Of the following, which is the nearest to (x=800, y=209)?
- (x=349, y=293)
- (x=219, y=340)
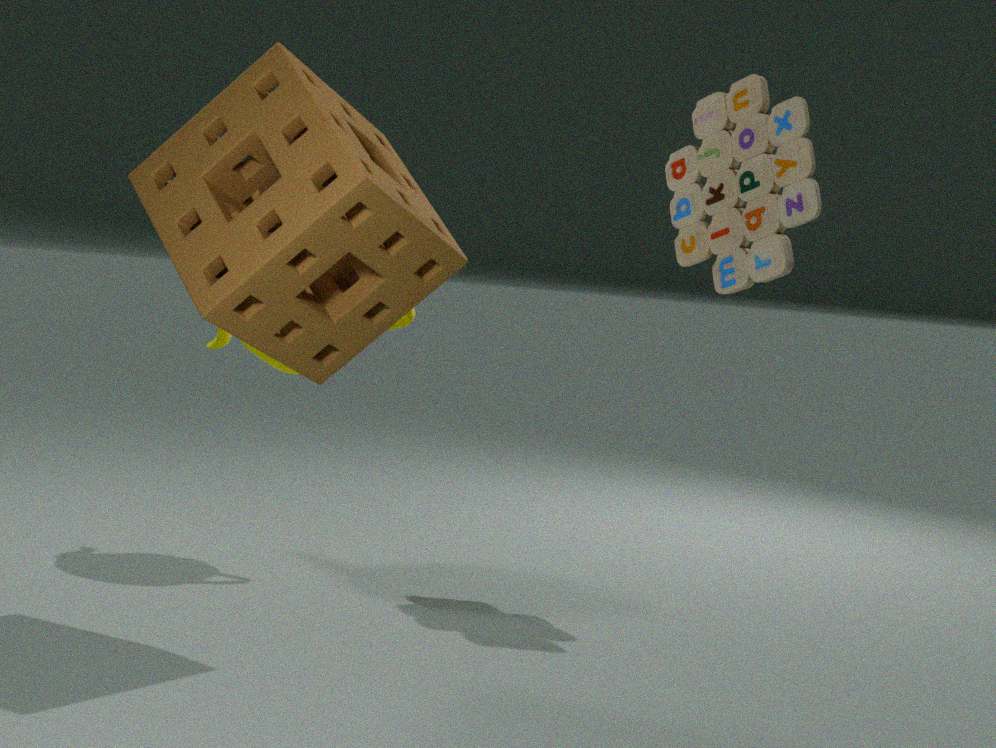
(x=219, y=340)
